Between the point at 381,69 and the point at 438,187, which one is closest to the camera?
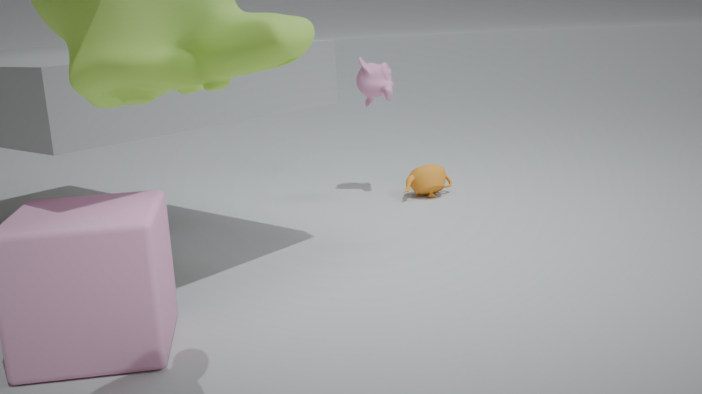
the point at 381,69
